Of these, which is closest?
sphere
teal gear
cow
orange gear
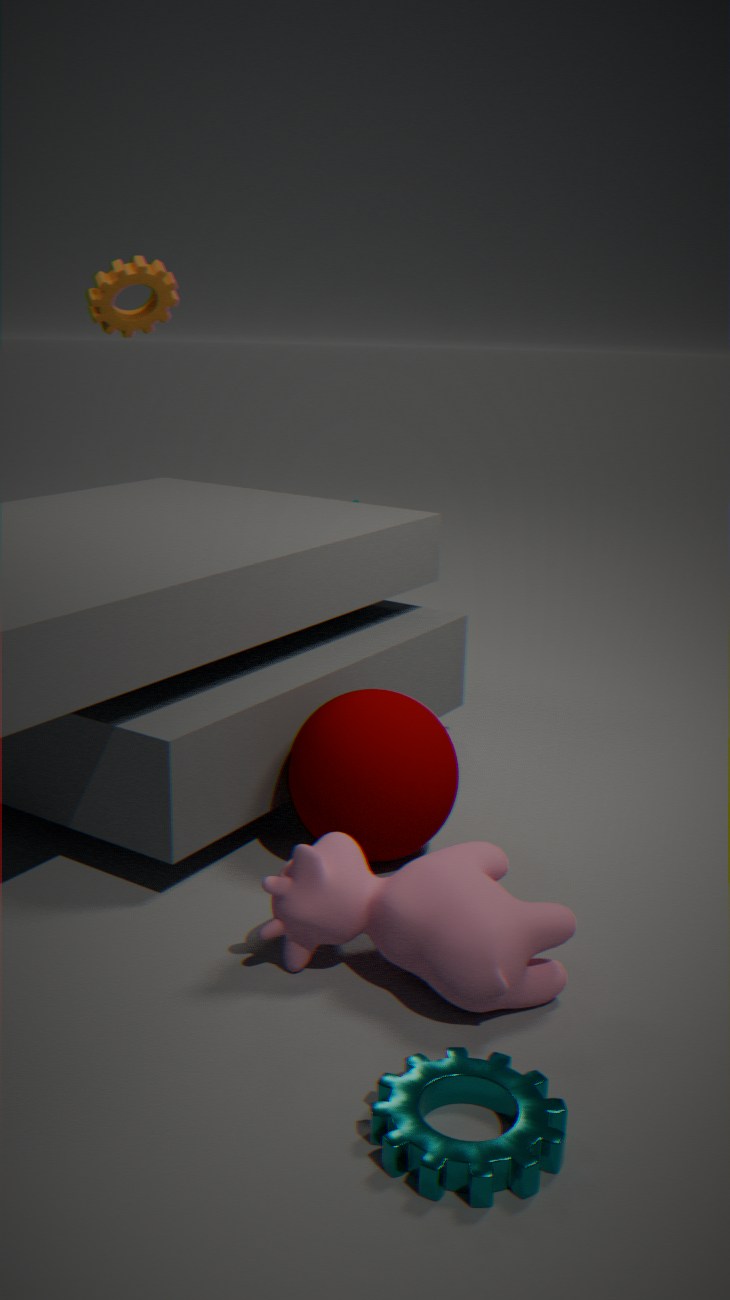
teal gear
